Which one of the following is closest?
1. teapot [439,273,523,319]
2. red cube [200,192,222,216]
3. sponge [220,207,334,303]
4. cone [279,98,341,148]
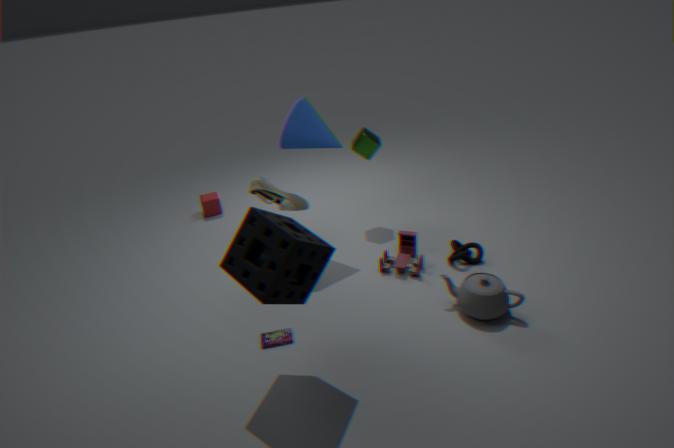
sponge [220,207,334,303]
